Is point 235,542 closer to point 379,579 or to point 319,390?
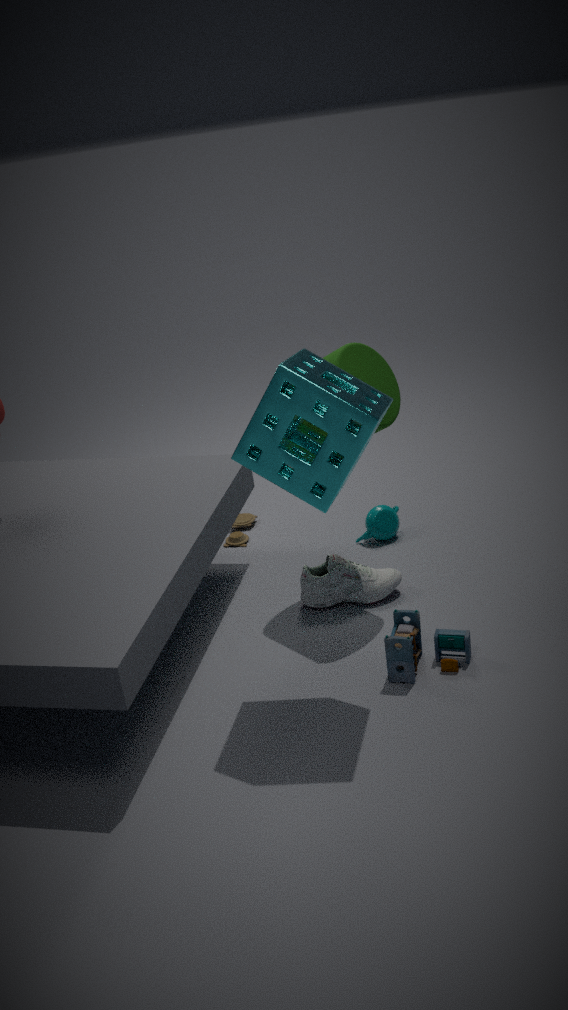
point 379,579
